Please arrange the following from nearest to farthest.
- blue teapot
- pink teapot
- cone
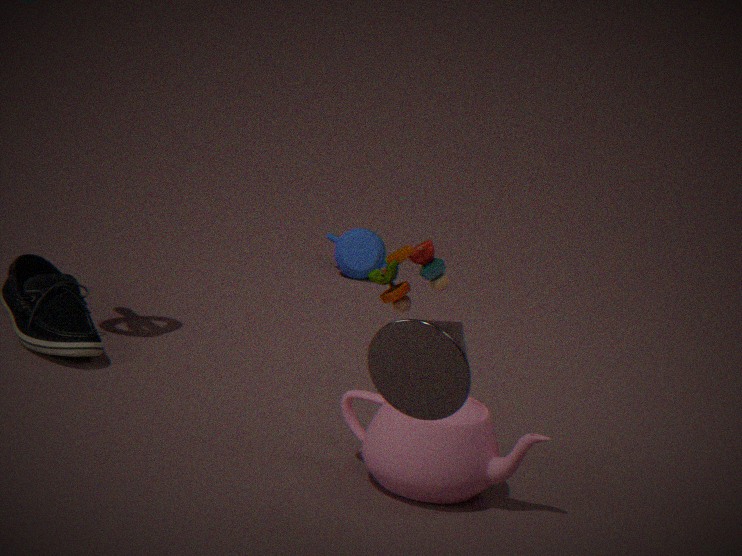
cone → pink teapot → blue teapot
